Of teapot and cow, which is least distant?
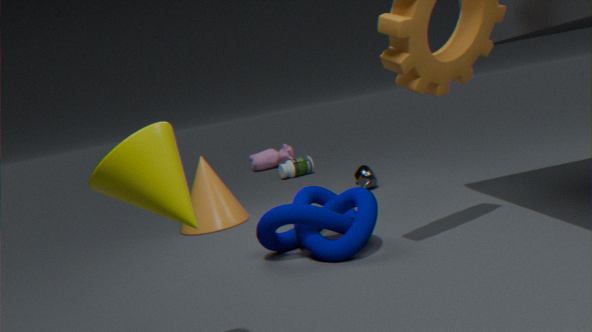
teapot
